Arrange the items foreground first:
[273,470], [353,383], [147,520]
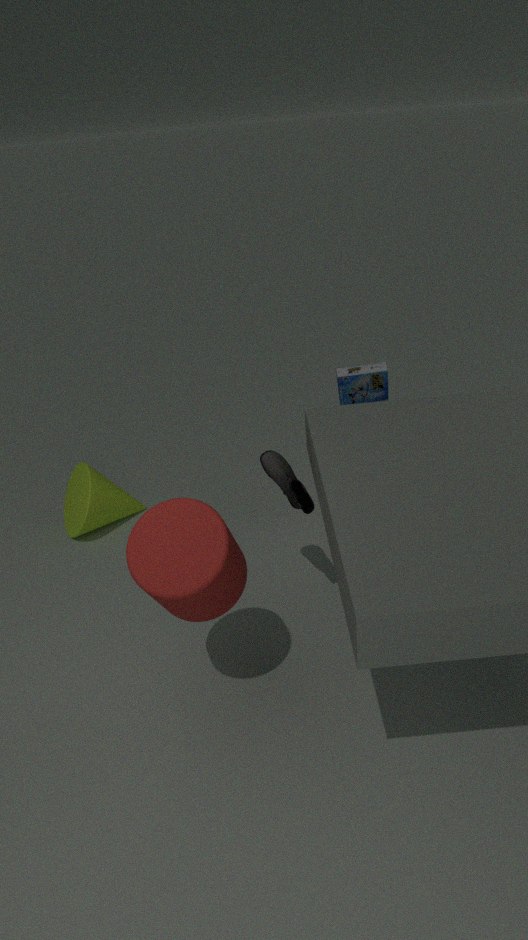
[147,520] < [273,470] < [353,383]
